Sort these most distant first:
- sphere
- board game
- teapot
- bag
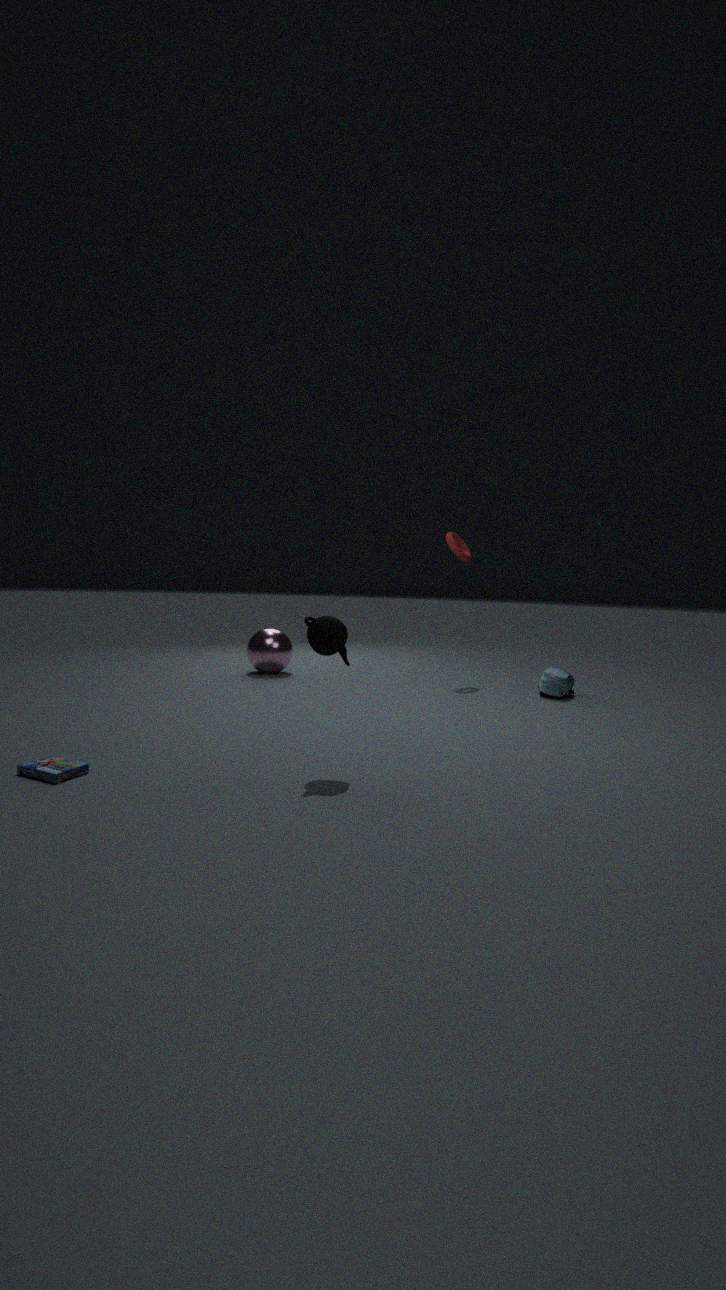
sphere
bag
teapot
board game
